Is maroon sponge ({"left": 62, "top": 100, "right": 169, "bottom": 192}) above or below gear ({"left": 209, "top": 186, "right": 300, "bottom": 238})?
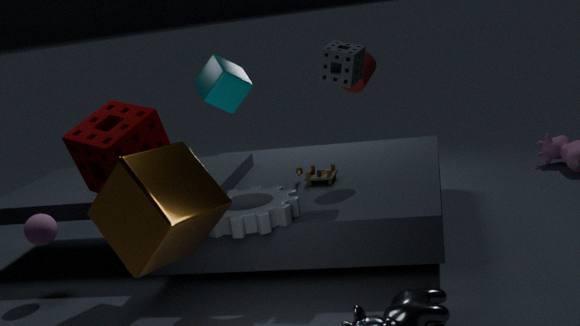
above
